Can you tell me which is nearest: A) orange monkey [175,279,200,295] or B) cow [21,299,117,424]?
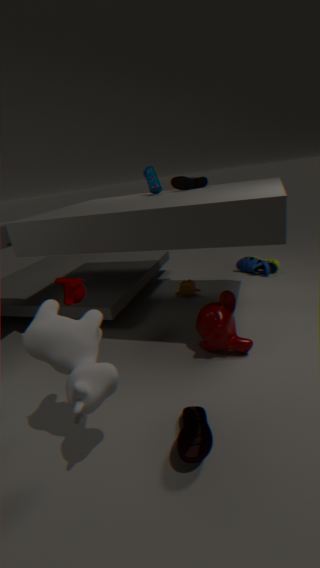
B. cow [21,299,117,424]
